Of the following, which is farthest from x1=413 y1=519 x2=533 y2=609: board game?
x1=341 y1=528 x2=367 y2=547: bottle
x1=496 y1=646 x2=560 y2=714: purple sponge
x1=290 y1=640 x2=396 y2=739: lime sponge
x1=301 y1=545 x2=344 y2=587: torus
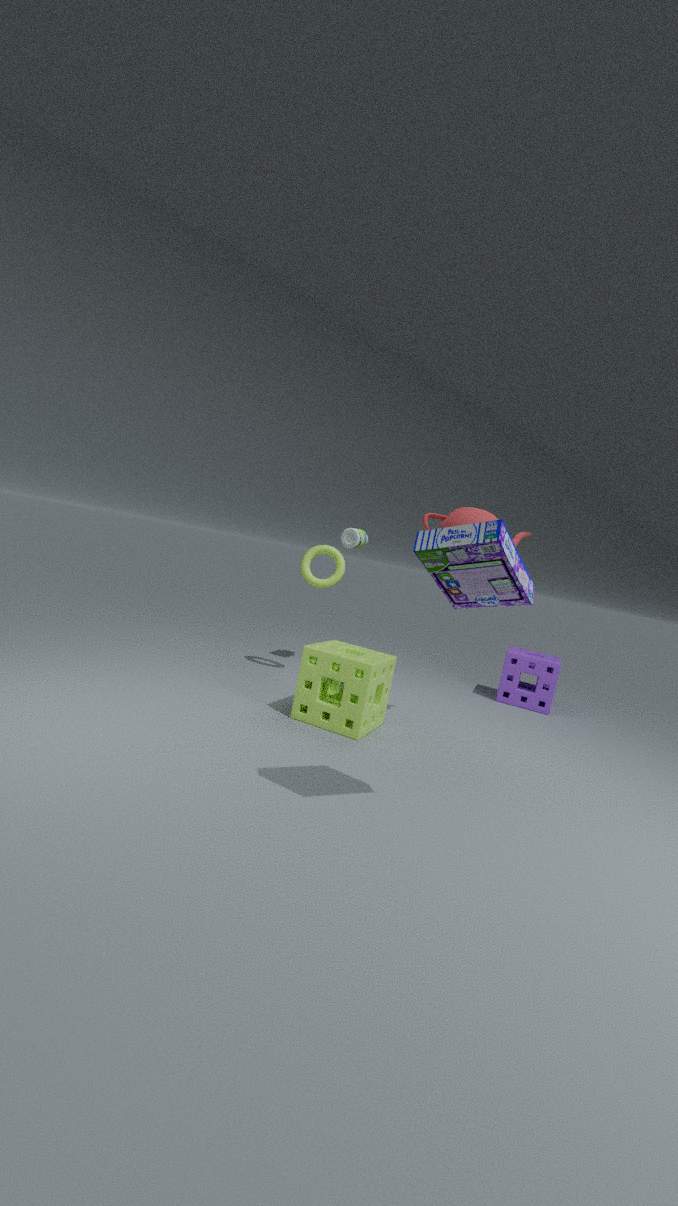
x1=496 y1=646 x2=560 y2=714: purple sponge
